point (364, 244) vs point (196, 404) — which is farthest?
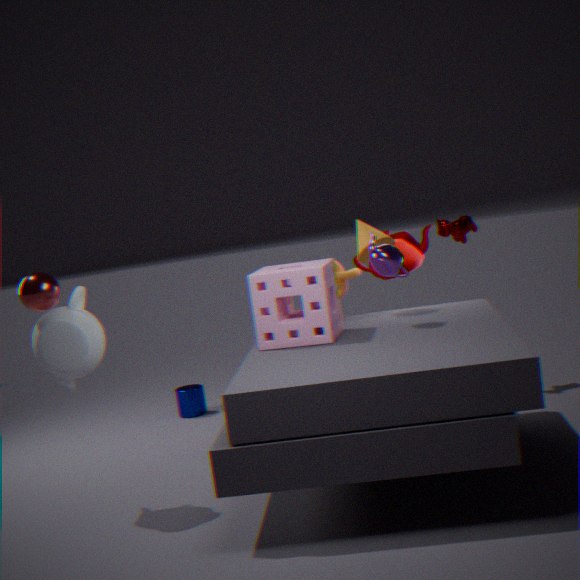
point (196, 404)
